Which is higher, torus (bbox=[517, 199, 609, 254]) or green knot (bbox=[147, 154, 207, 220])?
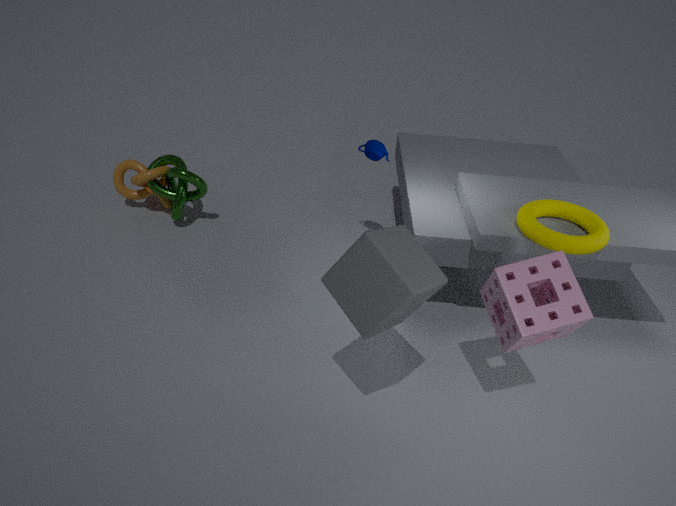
torus (bbox=[517, 199, 609, 254])
